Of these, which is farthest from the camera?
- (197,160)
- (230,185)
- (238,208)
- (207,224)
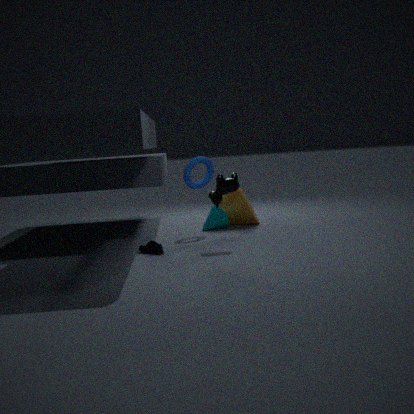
(238,208)
